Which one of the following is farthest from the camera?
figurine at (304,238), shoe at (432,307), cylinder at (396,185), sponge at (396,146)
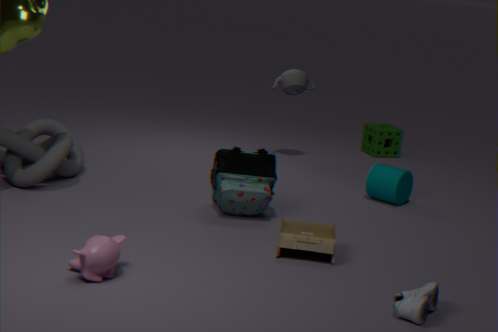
sponge at (396,146)
